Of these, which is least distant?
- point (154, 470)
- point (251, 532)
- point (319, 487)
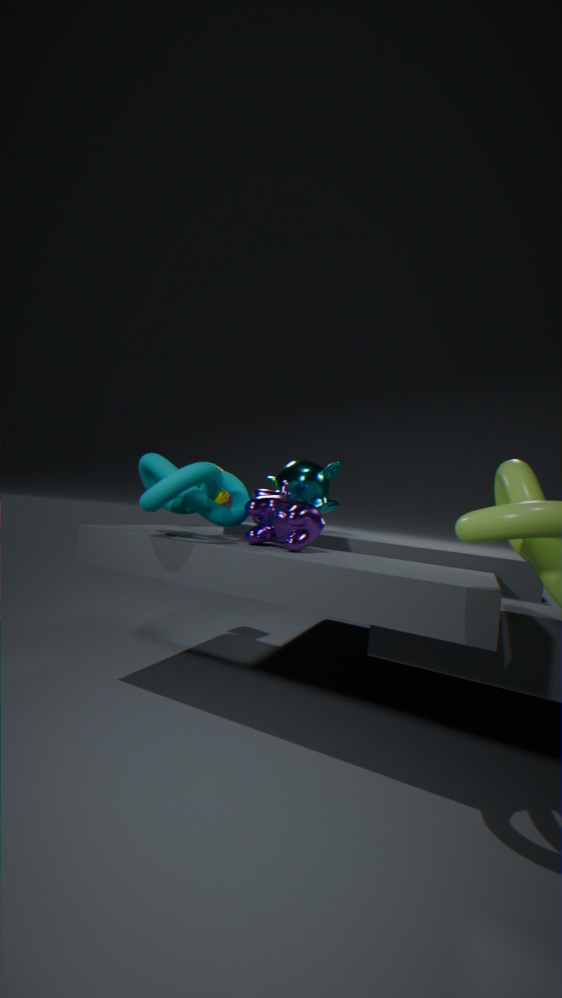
point (251, 532)
